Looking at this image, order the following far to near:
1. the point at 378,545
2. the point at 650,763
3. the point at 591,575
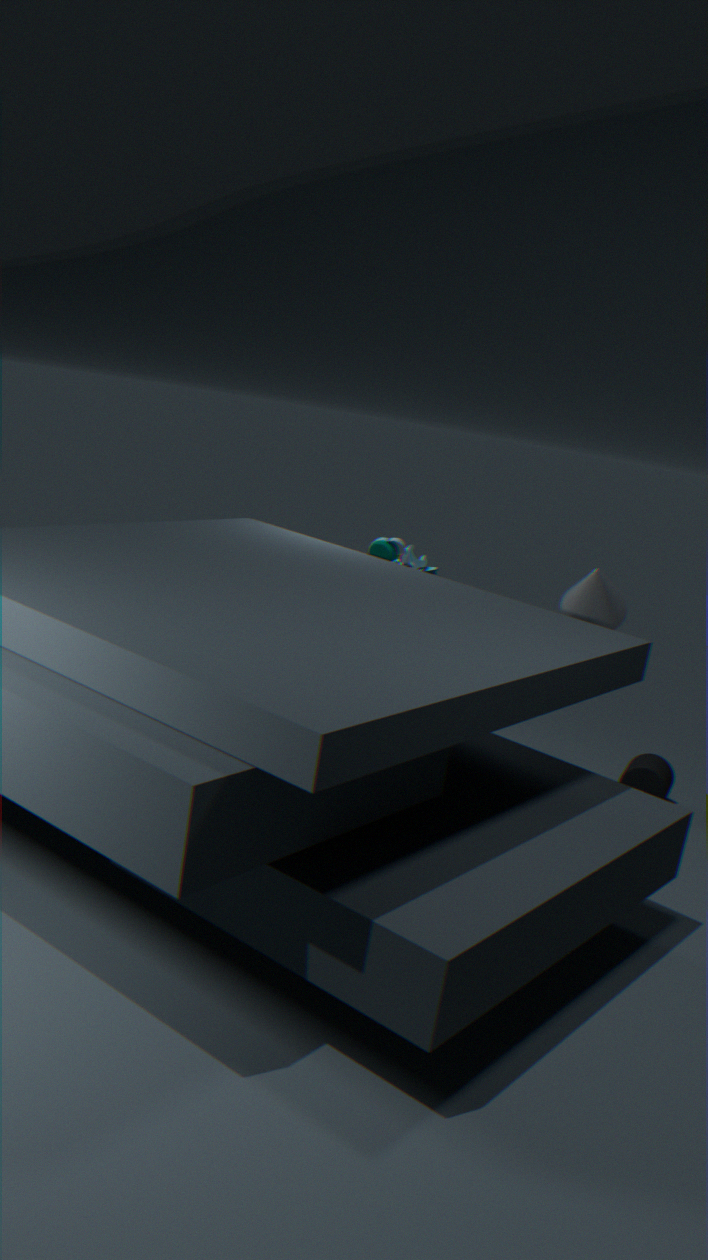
the point at 650,763, the point at 378,545, the point at 591,575
